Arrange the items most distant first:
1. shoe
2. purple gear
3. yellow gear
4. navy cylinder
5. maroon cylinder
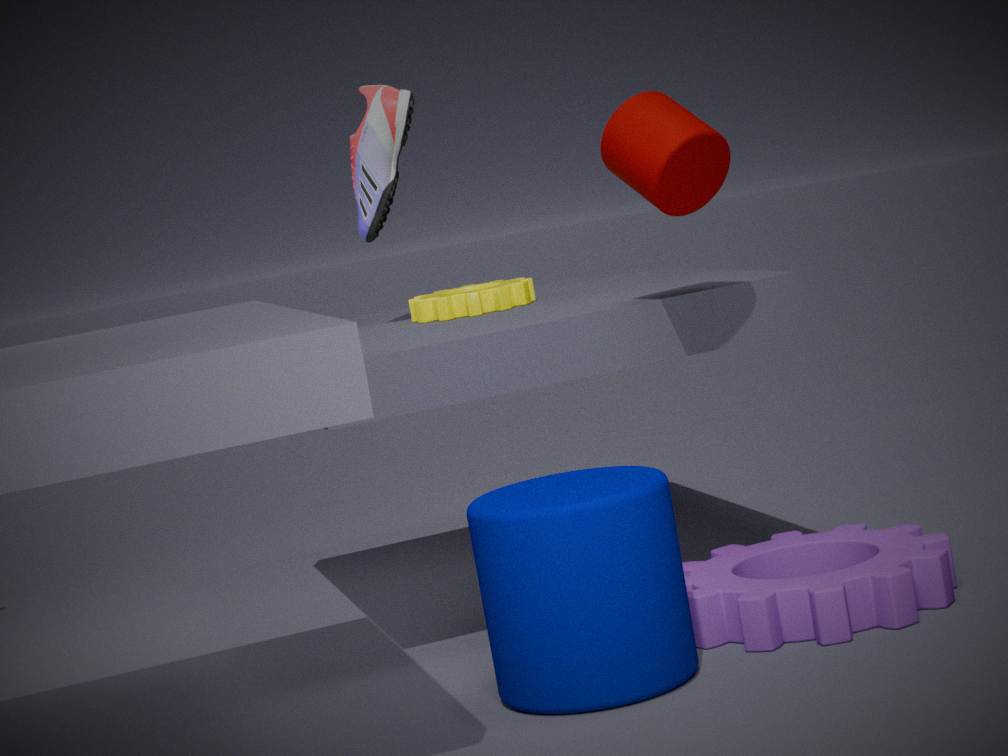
shoe → yellow gear → maroon cylinder → purple gear → navy cylinder
